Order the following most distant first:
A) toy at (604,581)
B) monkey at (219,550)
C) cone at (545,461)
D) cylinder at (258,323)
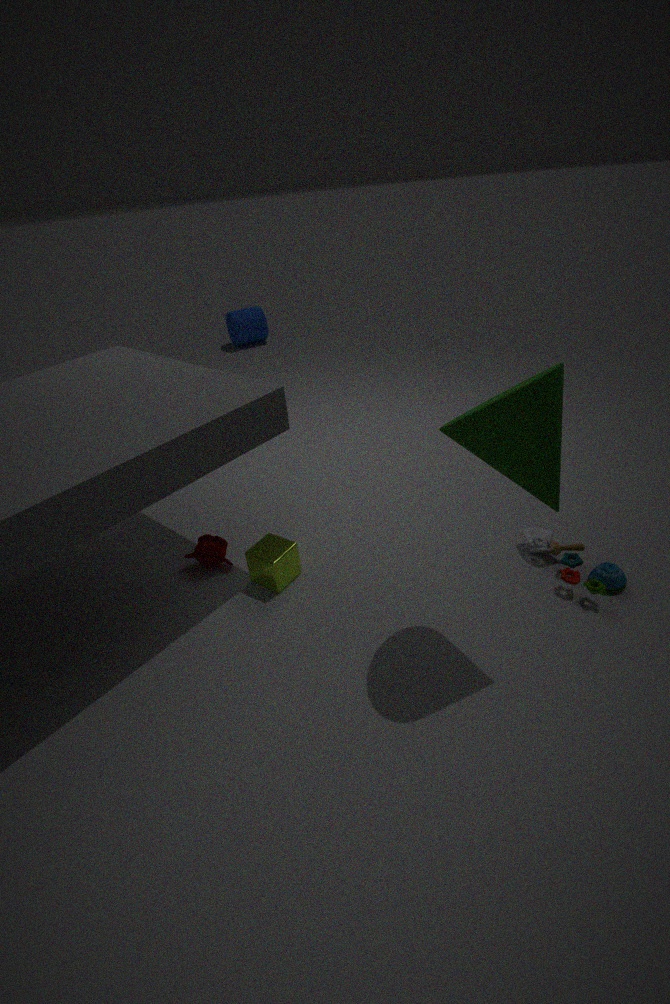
cylinder at (258,323)
monkey at (219,550)
toy at (604,581)
cone at (545,461)
